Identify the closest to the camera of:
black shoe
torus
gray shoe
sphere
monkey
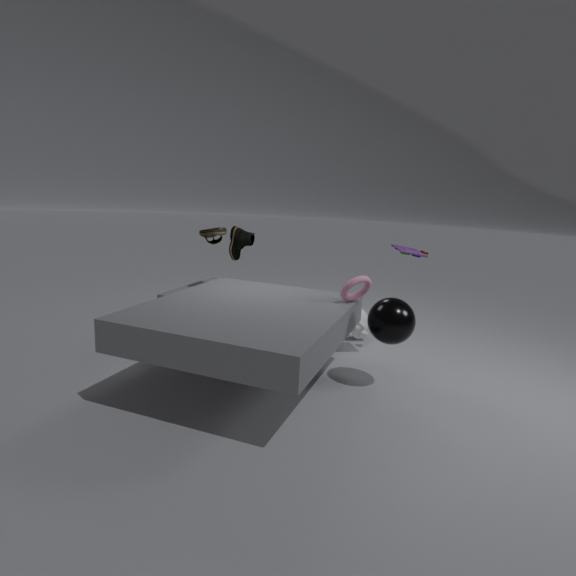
sphere
